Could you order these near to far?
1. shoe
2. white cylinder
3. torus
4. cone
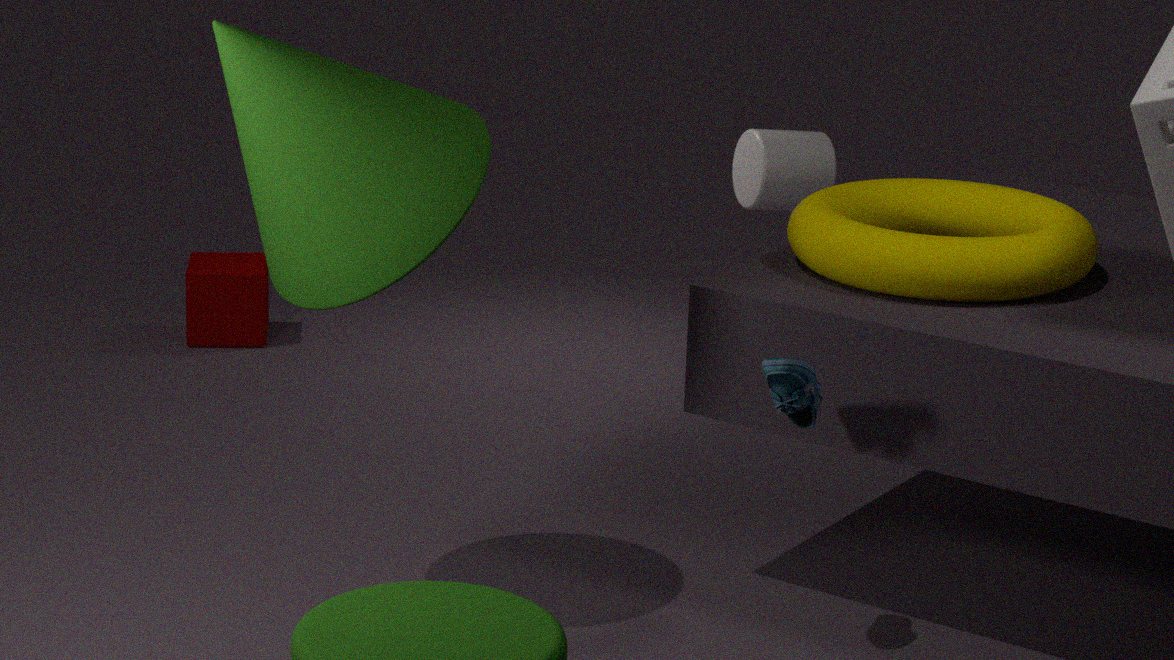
1. cone
2. shoe
3. torus
4. white cylinder
